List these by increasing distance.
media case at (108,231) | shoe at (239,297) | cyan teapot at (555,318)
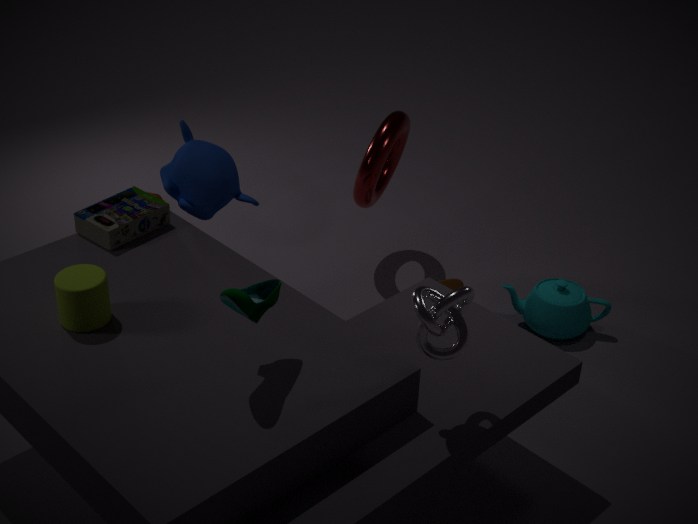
shoe at (239,297), media case at (108,231), cyan teapot at (555,318)
